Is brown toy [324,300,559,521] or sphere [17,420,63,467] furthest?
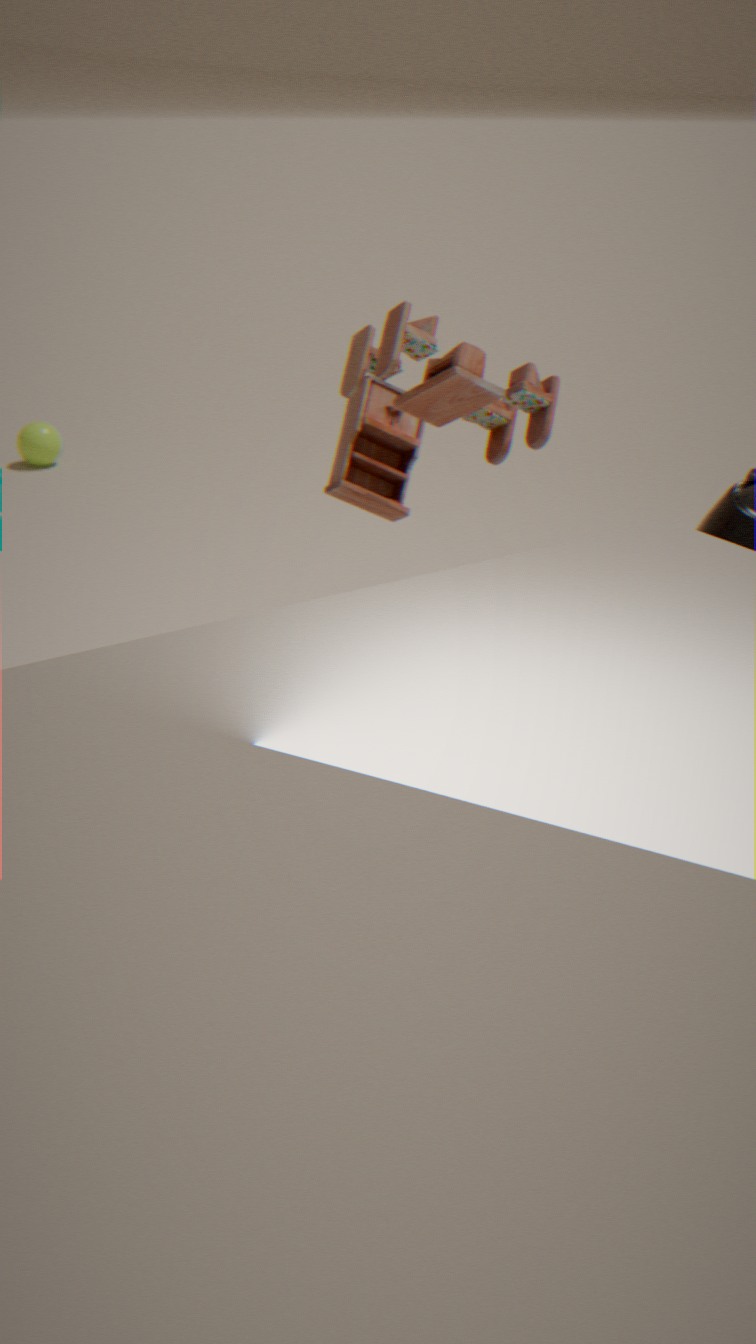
sphere [17,420,63,467]
